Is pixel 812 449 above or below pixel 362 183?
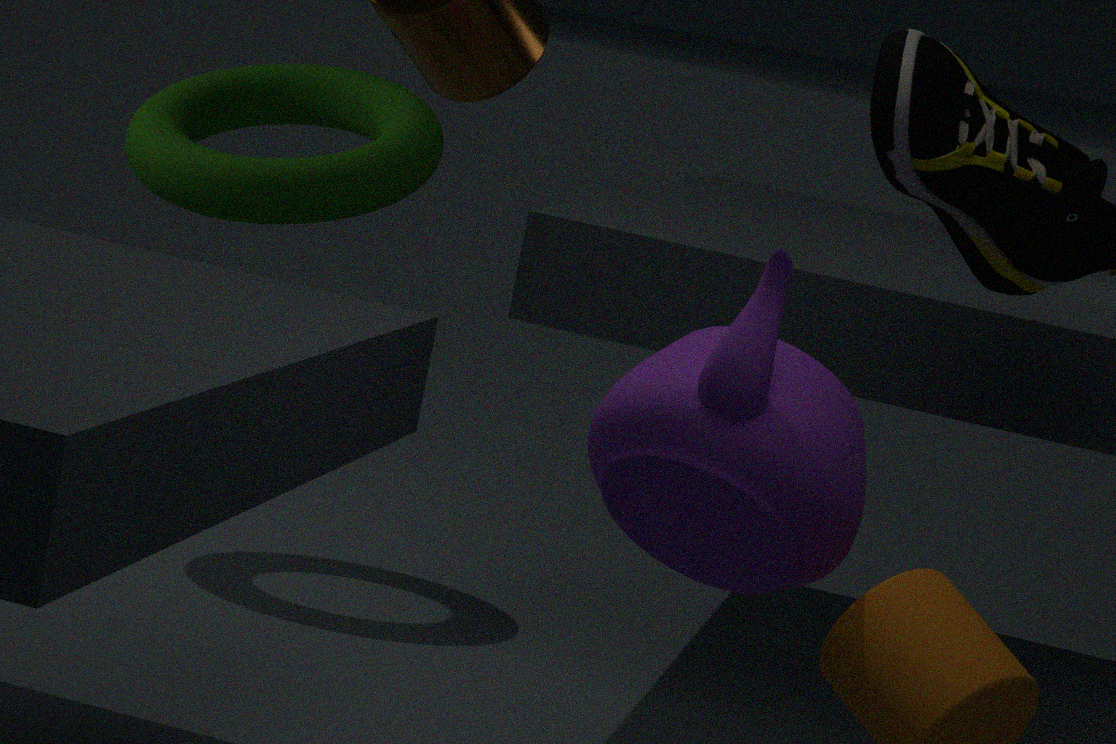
below
